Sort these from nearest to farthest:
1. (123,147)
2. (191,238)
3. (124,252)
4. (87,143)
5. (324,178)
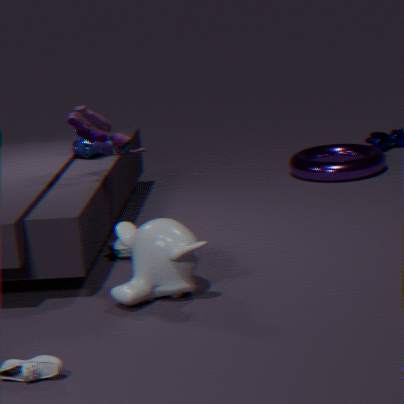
1. (191,238)
2. (124,252)
3. (123,147)
4. (87,143)
5. (324,178)
